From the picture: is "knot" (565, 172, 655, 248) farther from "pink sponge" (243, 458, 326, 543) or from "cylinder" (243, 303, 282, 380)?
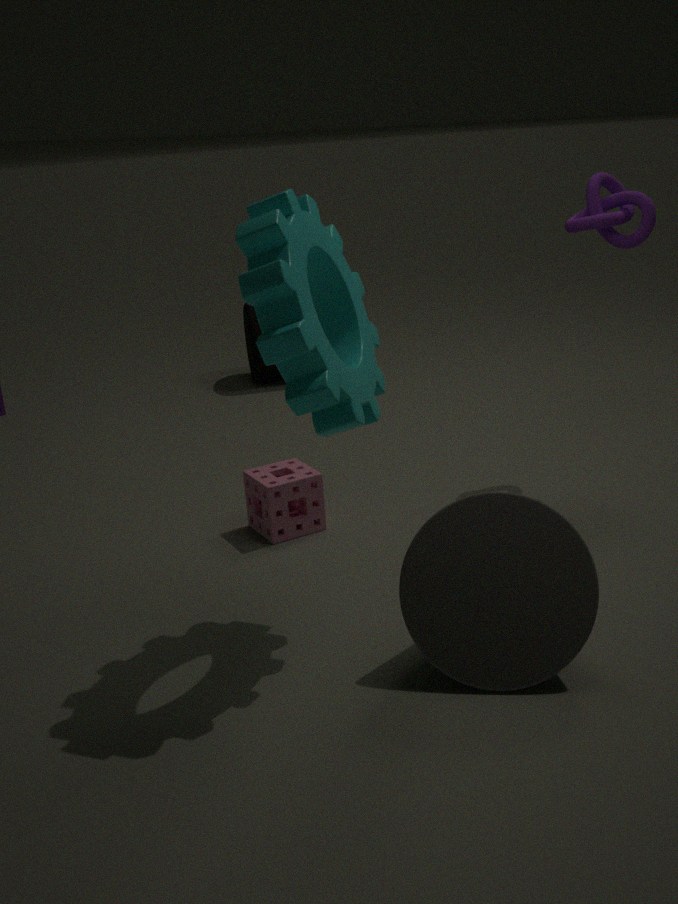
"cylinder" (243, 303, 282, 380)
